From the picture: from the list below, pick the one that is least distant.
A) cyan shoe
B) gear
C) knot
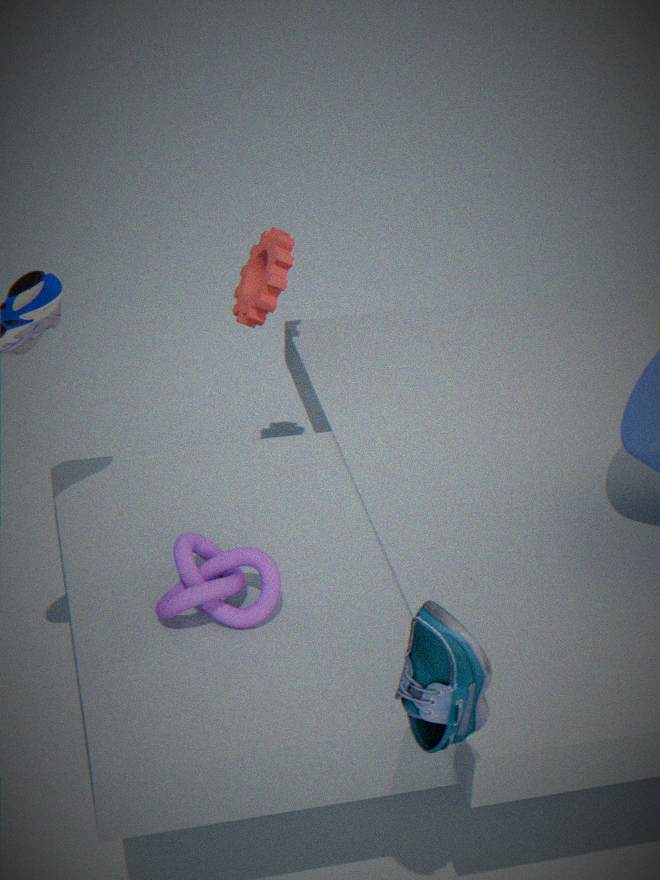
cyan shoe
